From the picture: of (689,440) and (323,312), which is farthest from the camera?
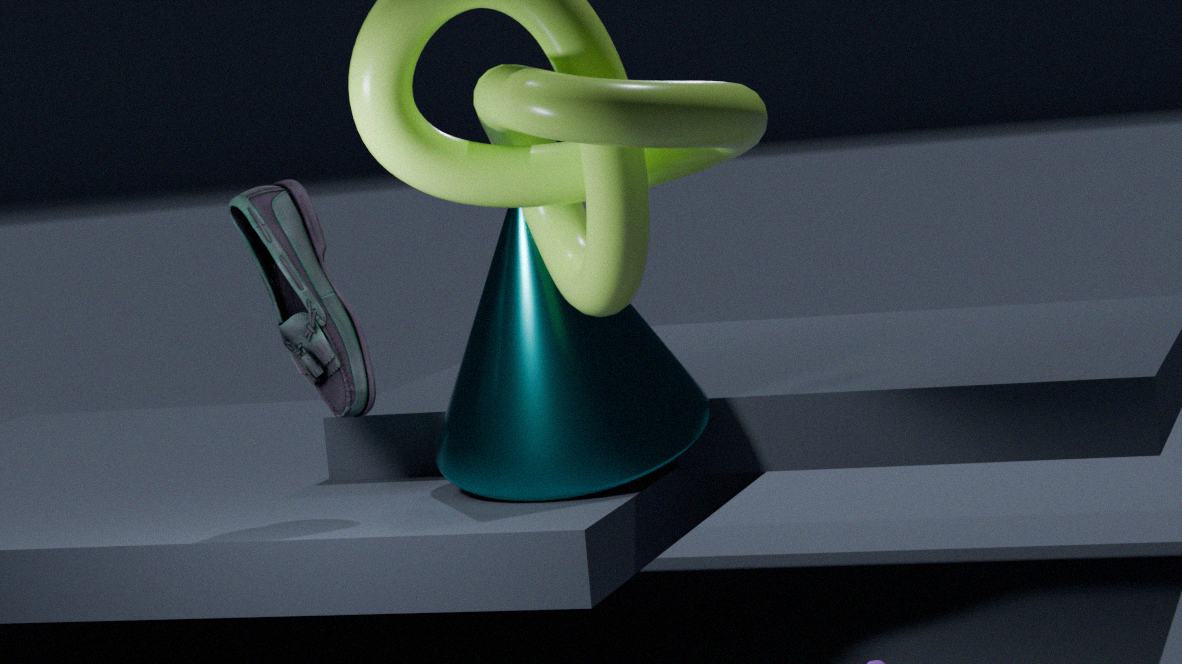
(689,440)
